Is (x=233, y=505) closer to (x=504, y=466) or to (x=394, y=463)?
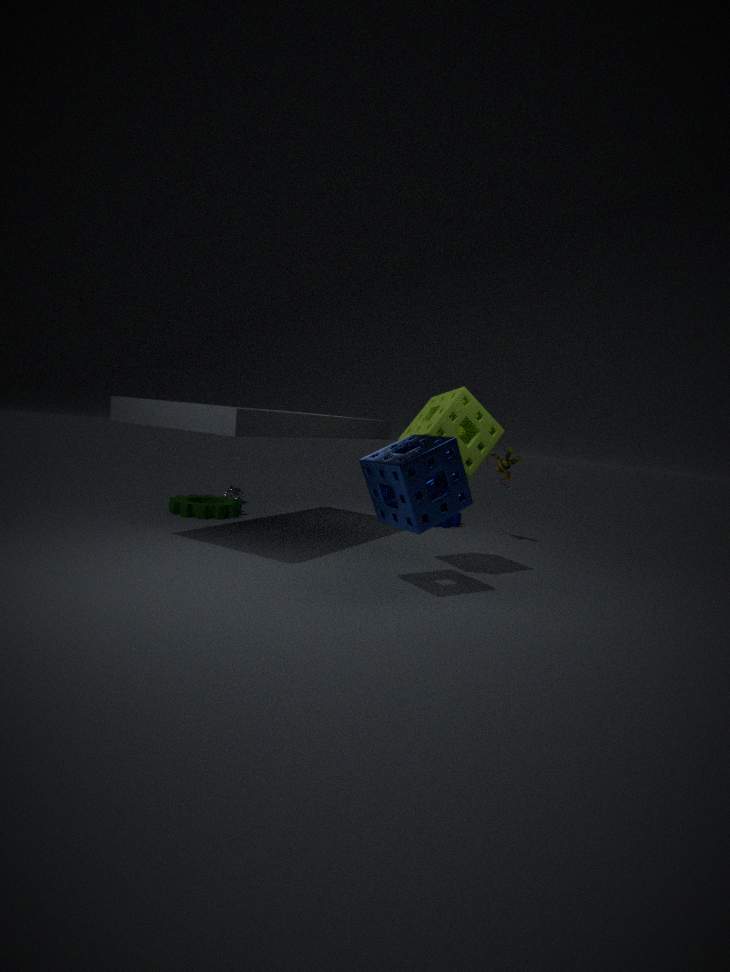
(x=394, y=463)
